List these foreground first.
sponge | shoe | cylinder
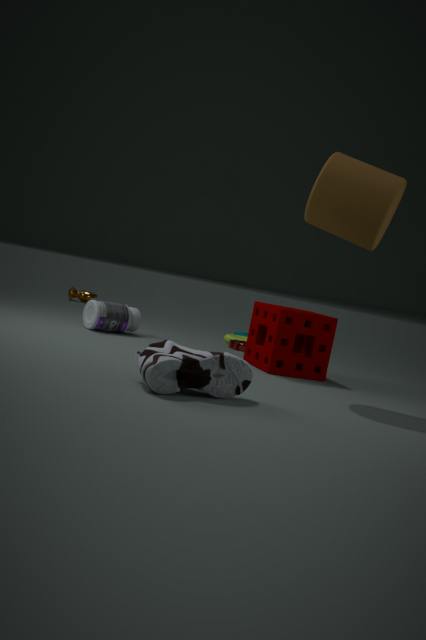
1. shoe
2. cylinder
3. sponge
